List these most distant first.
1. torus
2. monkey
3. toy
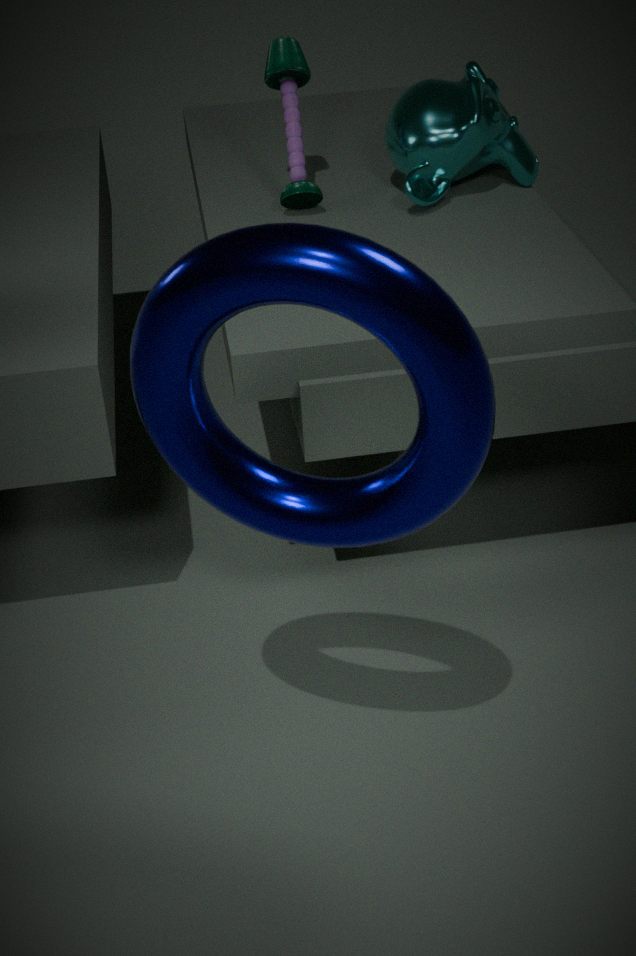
toy → monkey → torus
